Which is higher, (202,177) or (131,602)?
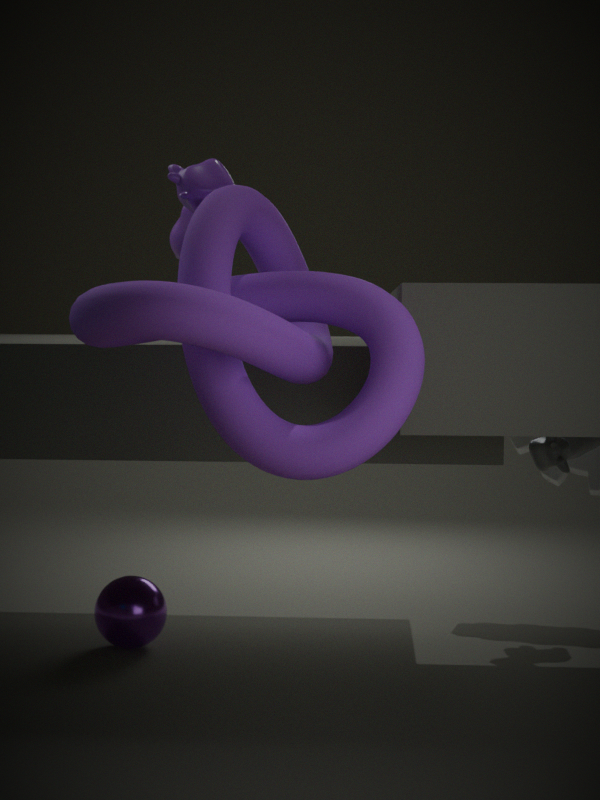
(202,177)
